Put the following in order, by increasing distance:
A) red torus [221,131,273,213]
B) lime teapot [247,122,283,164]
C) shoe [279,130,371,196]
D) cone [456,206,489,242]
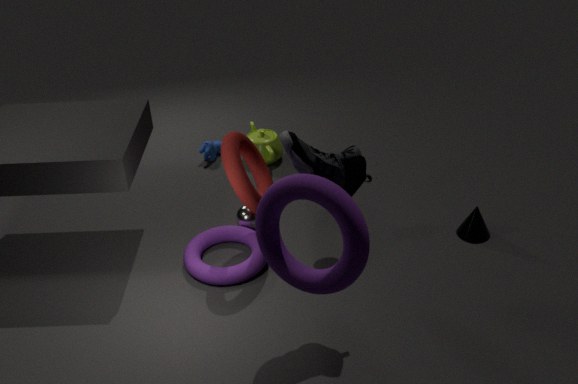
shoe [279,130,371,196], red torus [221,131,273,213], cone [456,206,489,242], lime teapot [247,122,283,164]
